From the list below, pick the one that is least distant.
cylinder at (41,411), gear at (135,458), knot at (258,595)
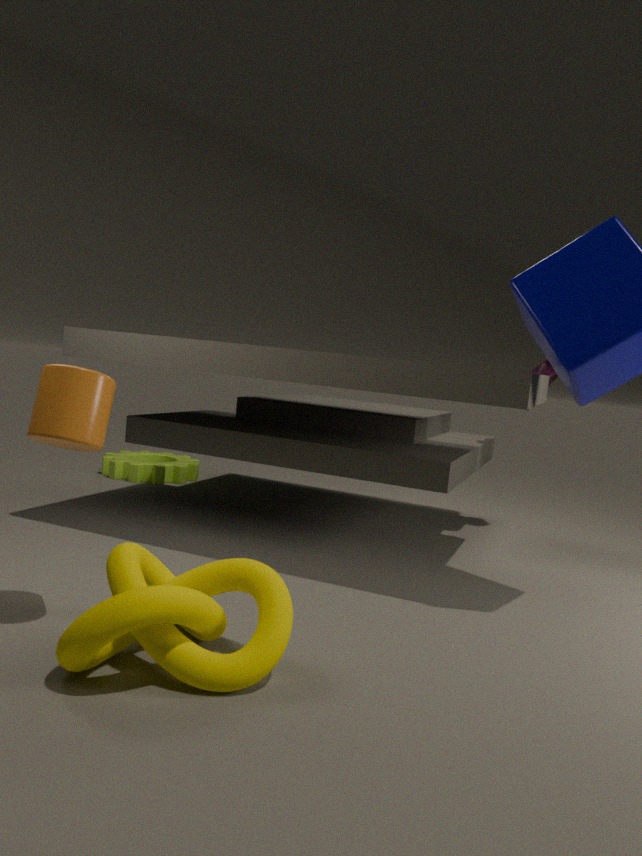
knot at (258,595)
